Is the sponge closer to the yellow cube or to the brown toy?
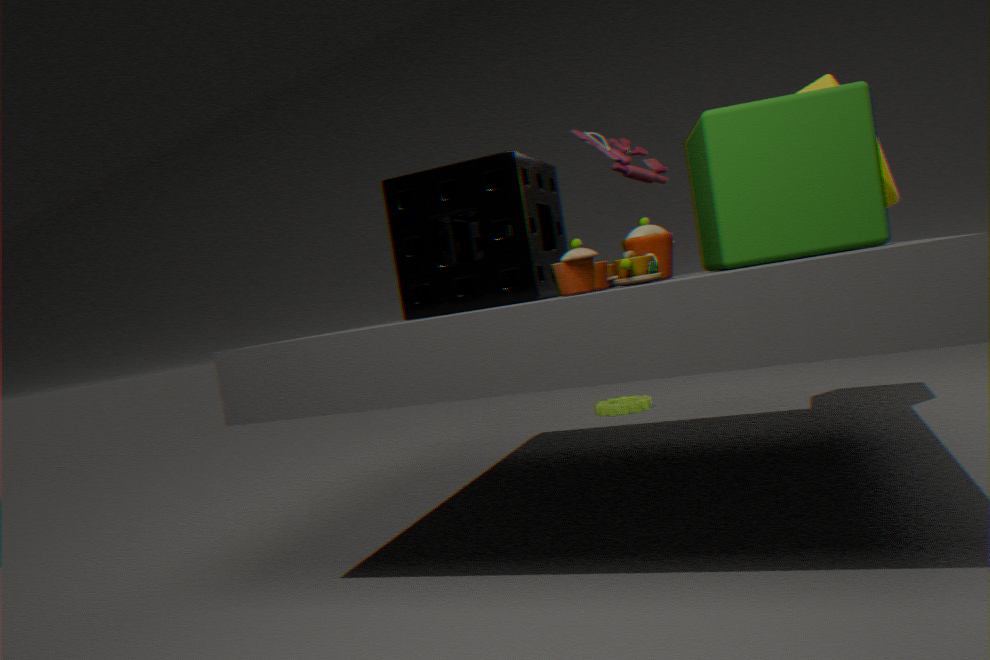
the brown toy
